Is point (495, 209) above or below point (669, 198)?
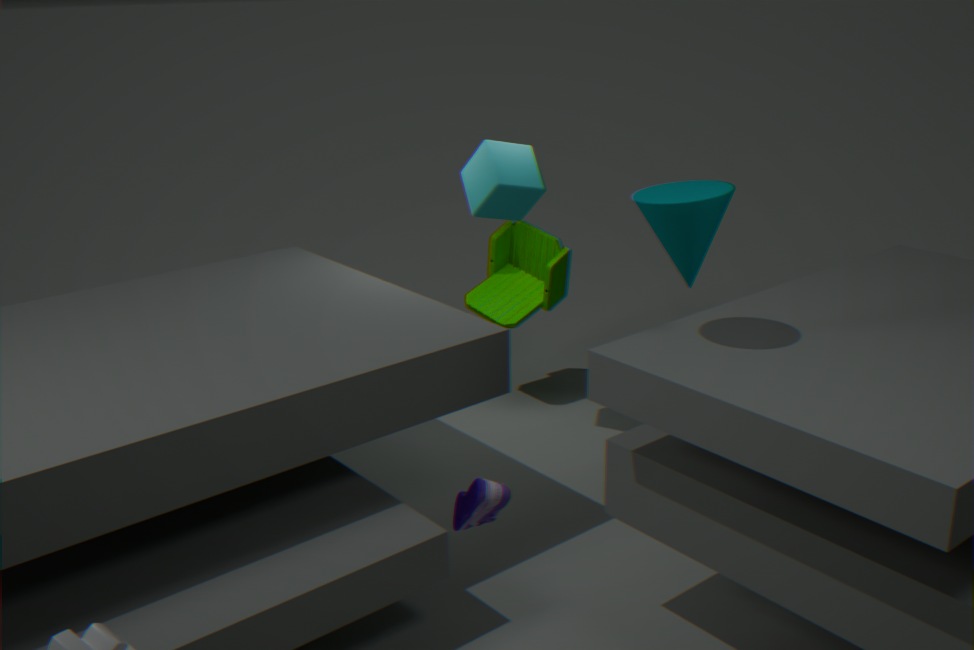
below
